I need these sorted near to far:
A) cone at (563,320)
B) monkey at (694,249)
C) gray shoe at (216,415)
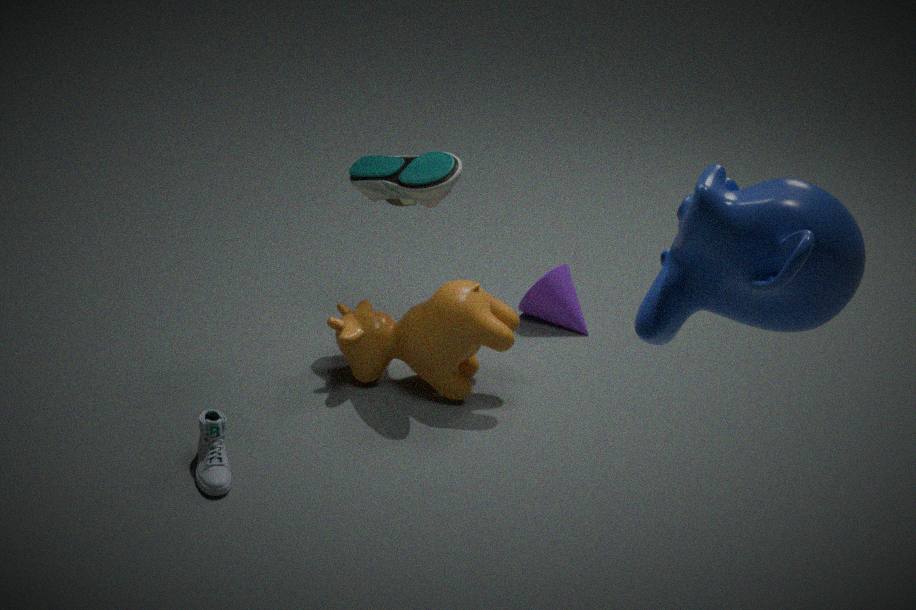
1. monkey at (694,249)
2. gray shoe at (216,415)
3. cone at (563,320)
